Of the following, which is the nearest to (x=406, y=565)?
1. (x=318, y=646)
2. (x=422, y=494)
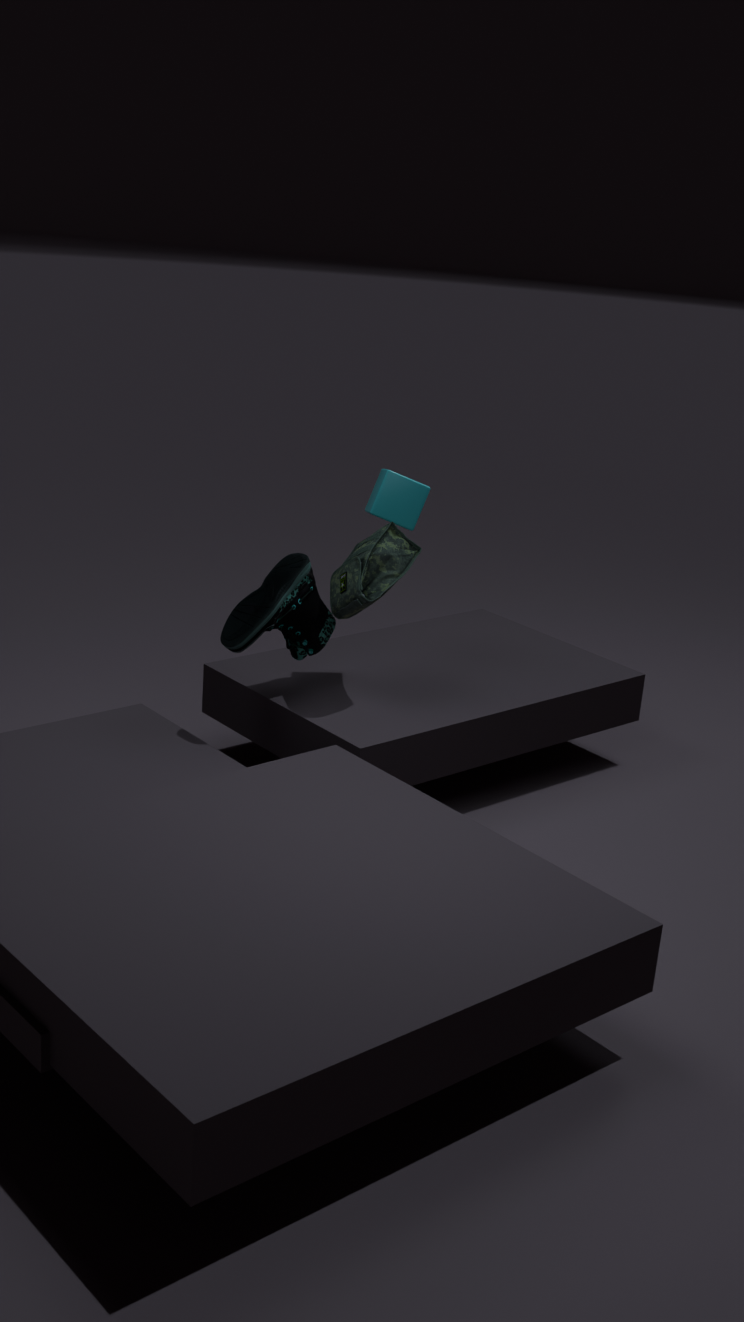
(x=422, y=494)
